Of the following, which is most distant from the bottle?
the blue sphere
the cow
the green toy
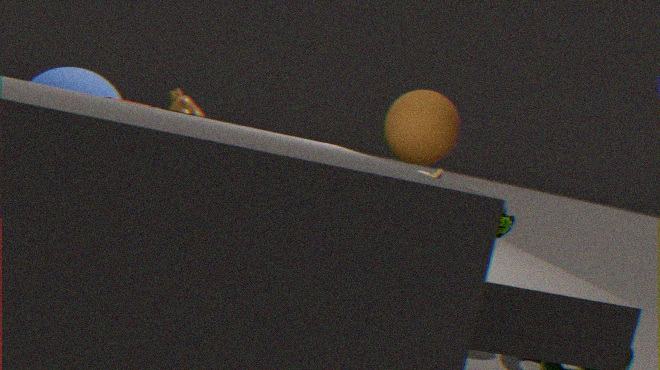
the green toy
